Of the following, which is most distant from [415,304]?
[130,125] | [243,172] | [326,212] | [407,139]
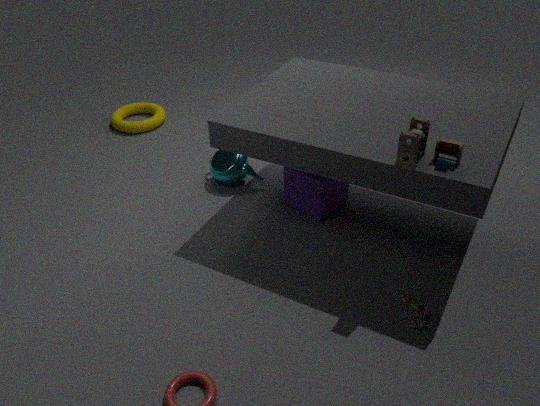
[130,125]
